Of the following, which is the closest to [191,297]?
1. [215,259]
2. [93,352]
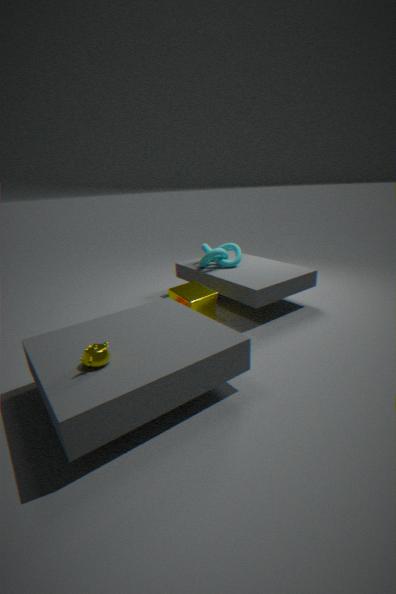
[215,259]
